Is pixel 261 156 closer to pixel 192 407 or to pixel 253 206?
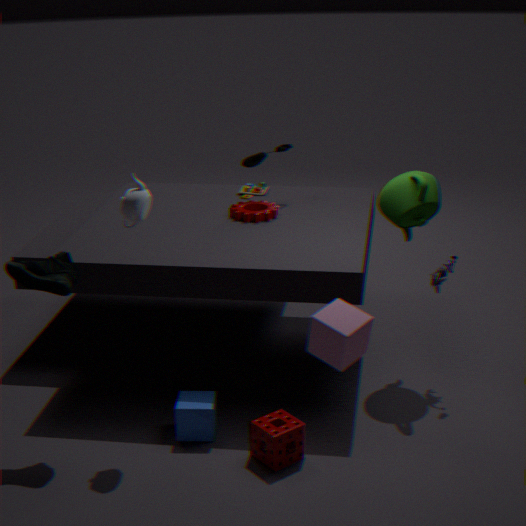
pixel 253 206
